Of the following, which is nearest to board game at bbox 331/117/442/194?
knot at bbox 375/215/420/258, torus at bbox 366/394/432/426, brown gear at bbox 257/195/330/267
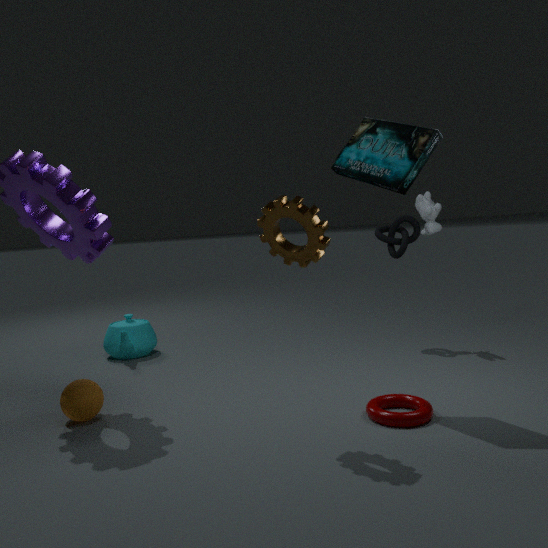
brown gear at bbox 257/195/330/267
